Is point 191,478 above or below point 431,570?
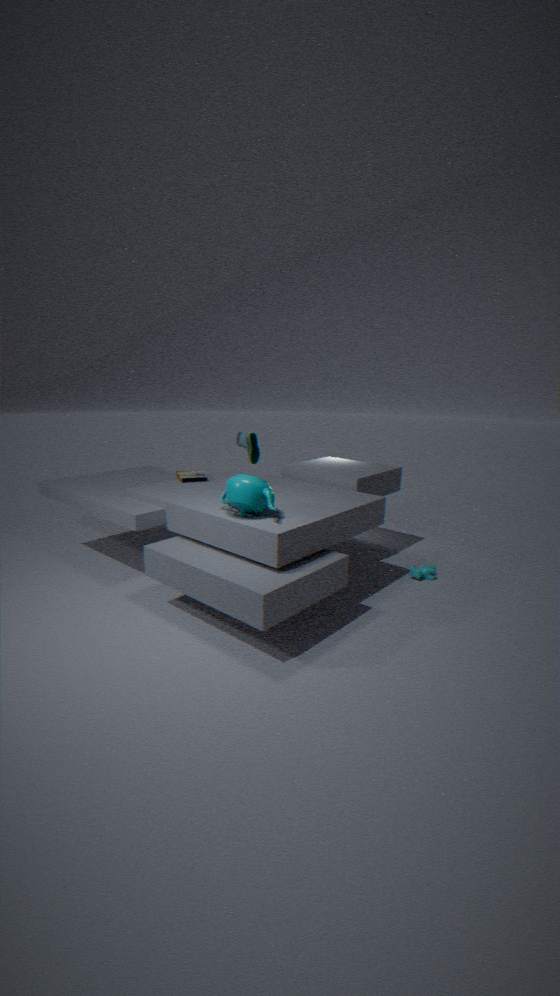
above
